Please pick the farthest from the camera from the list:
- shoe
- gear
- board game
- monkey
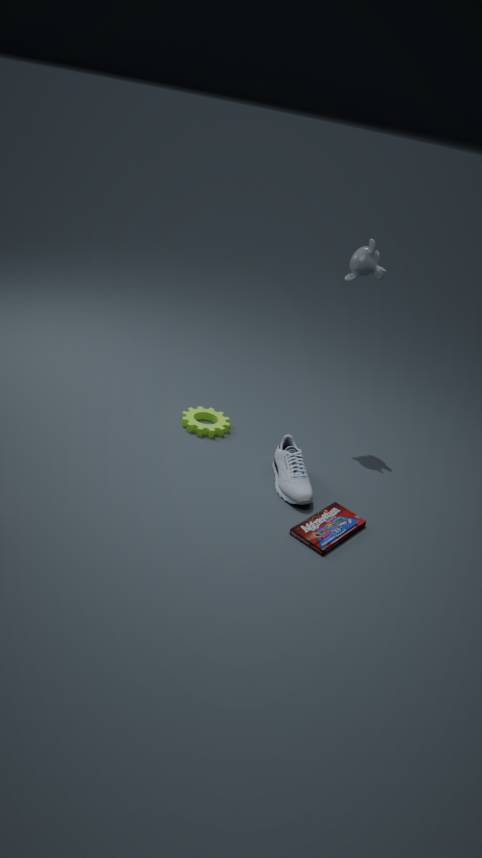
gear
